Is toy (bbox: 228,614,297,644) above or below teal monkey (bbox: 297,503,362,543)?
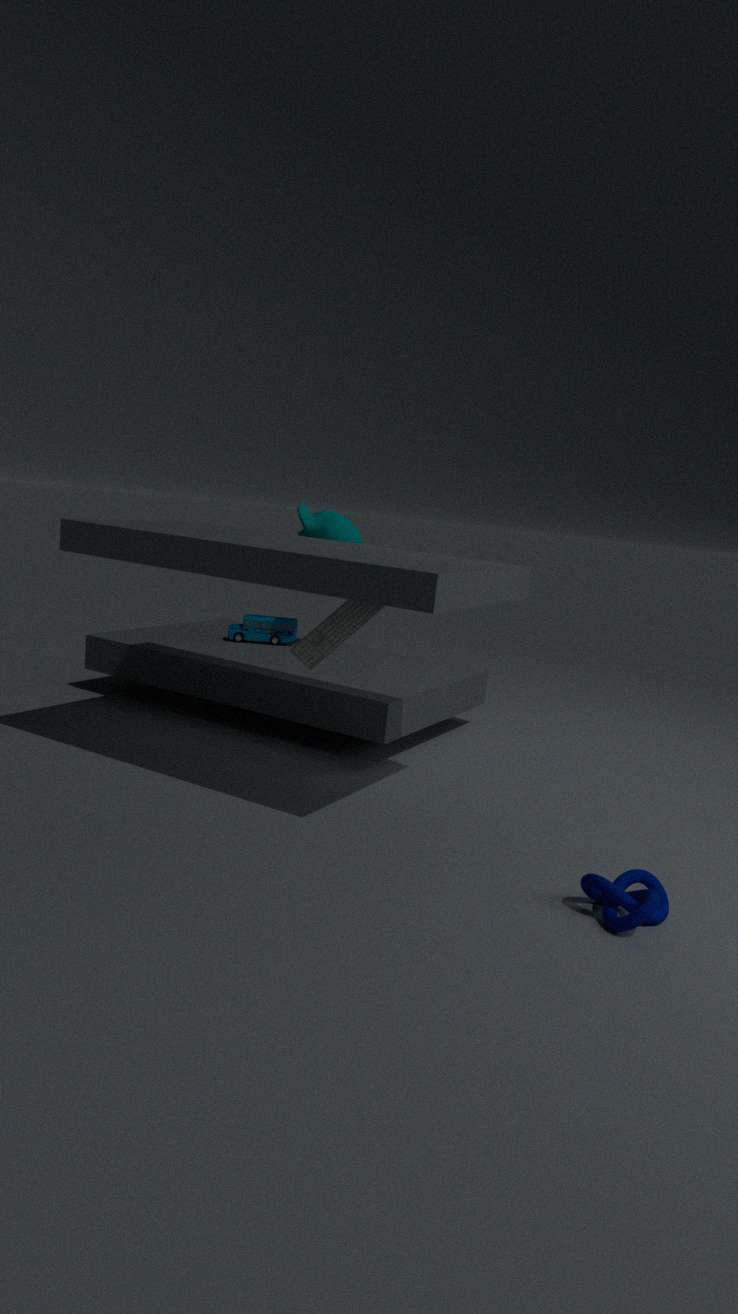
below
